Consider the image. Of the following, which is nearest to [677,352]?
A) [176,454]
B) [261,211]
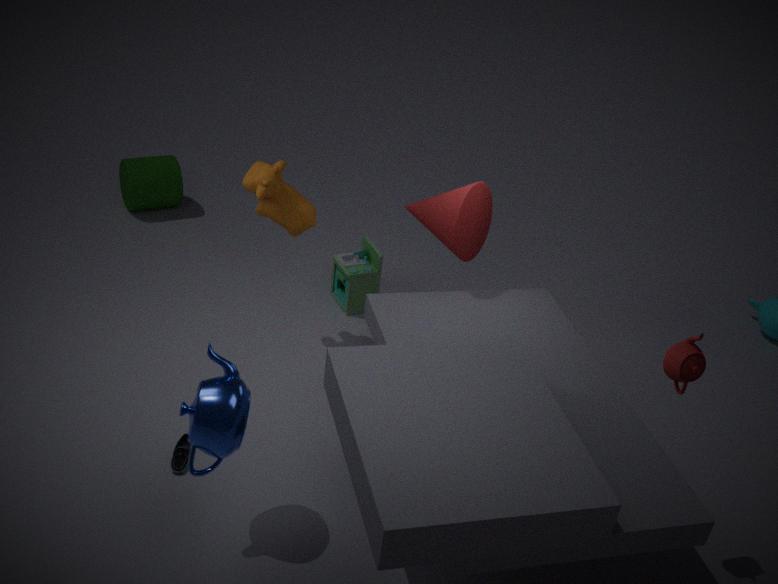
[261,211]
